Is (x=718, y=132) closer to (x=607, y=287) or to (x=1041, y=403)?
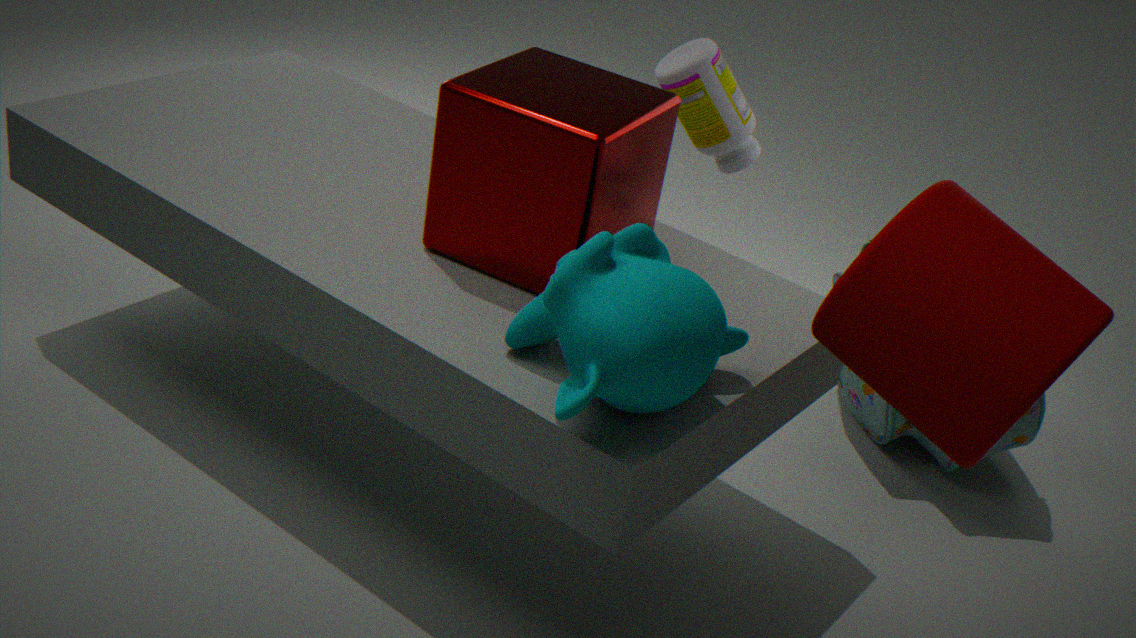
(x=1041, y=403)
